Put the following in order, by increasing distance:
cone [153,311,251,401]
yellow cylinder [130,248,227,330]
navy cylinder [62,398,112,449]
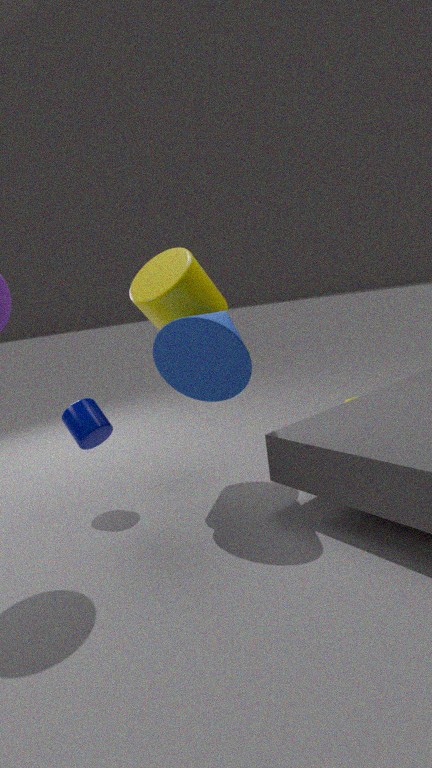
cone [153,311,251,401], yellow cylinder [130,248,227,330], navy cylinder [62,398,112,449]
